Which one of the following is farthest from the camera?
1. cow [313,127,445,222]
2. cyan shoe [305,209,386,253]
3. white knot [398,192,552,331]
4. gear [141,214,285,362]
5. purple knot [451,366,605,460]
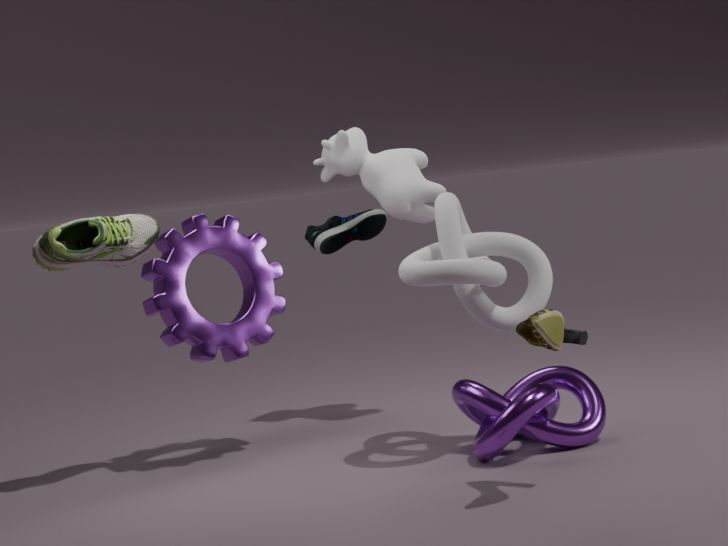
cyan shoe [305,209,386,253]
